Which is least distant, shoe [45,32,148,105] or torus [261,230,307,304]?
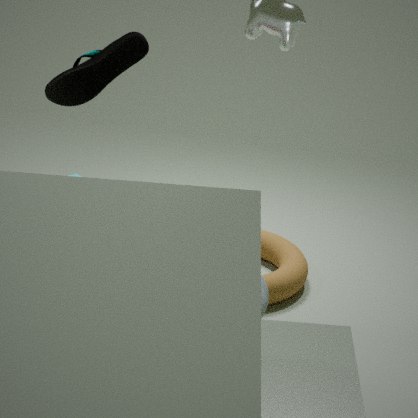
shoe [45,32,148,105]
